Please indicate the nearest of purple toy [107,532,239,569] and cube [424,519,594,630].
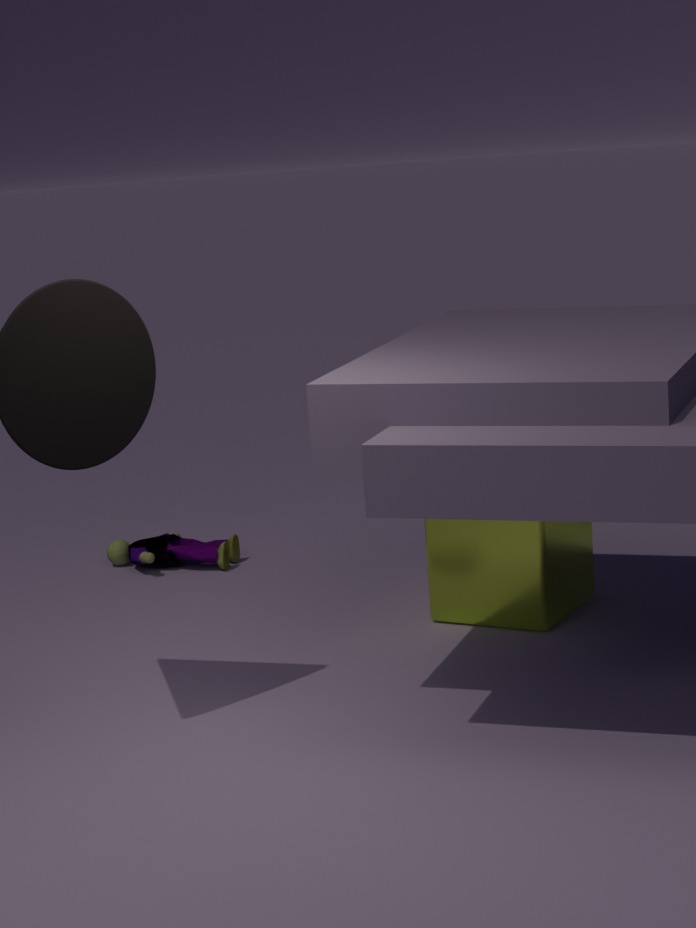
cube [424,519,594,630]
